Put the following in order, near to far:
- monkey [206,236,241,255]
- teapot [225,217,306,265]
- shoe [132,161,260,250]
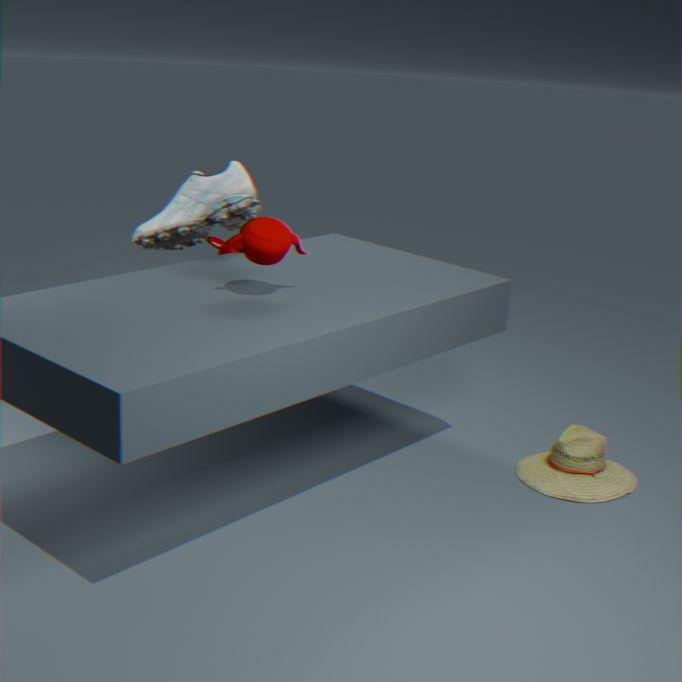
teapot [225,217,306,265], shoe [132,161,260,250], monkey [206,236,241,255]
